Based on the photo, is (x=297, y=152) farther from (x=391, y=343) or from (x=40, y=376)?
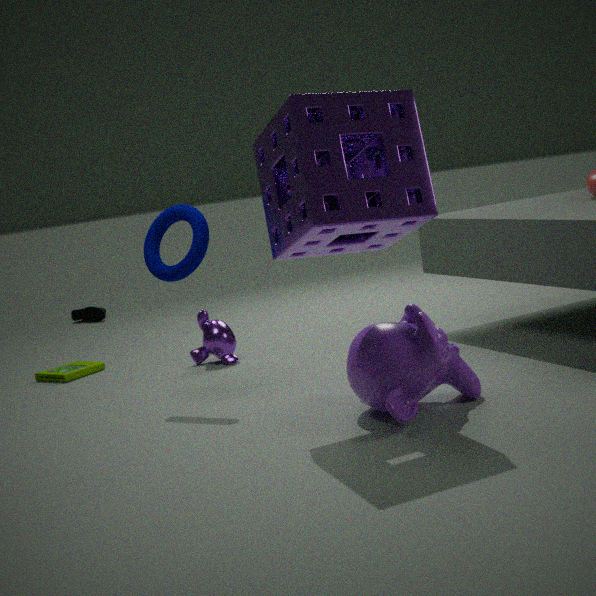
(x=40, y=376)
